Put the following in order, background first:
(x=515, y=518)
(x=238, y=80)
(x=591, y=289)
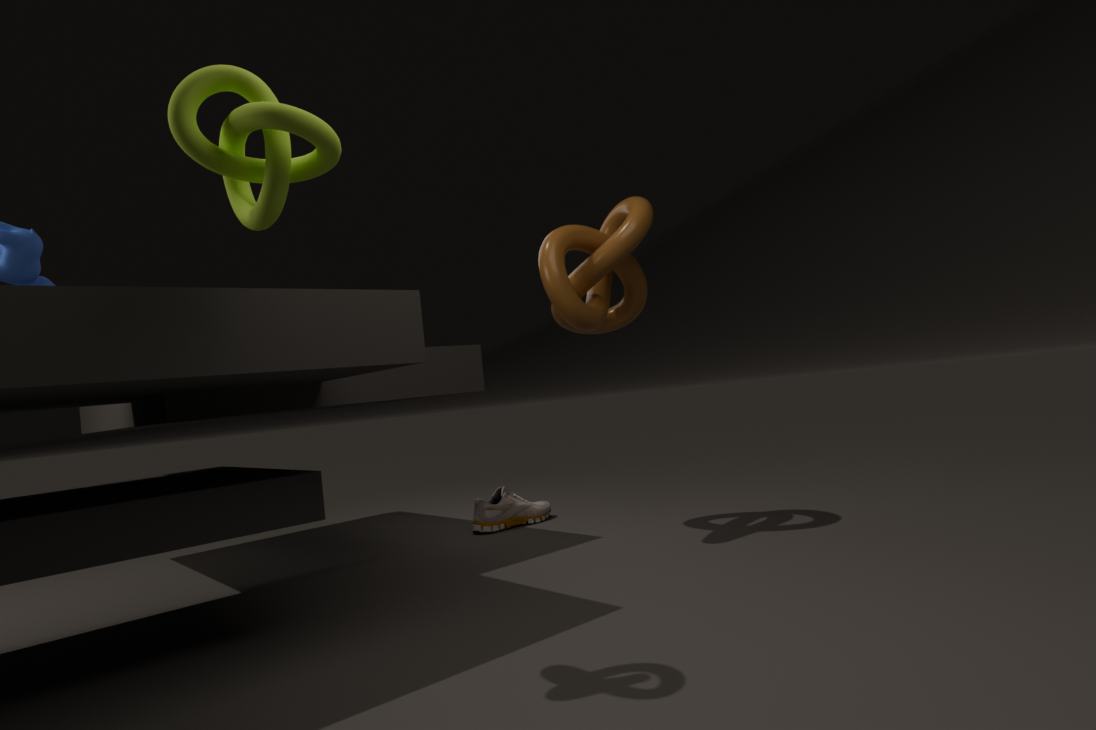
(x=515, y=518) < (x=591, y=289) < (x=238, y=80)
